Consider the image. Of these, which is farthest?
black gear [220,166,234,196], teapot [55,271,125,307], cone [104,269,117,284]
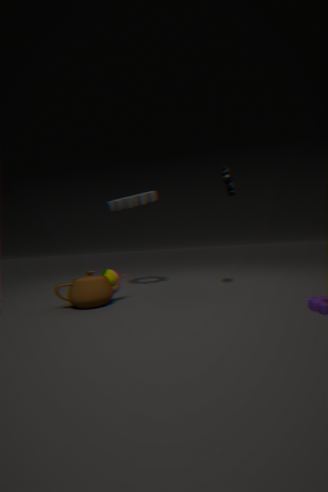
cone [104,269,117,284]
